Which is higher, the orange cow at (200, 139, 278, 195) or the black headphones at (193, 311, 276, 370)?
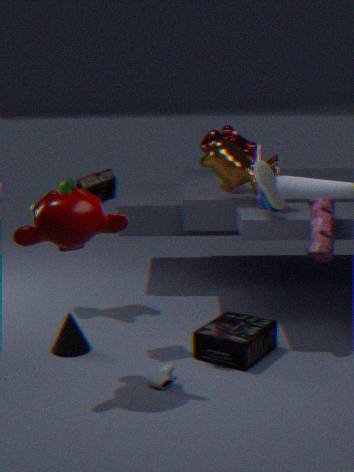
the orange cow at (200, 139, 278, 195)
